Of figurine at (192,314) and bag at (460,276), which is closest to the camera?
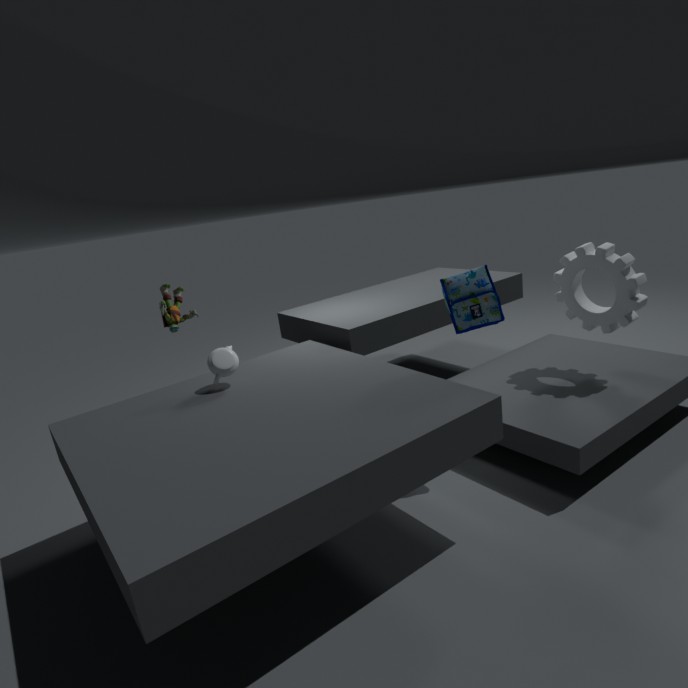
bag at (460,276)
